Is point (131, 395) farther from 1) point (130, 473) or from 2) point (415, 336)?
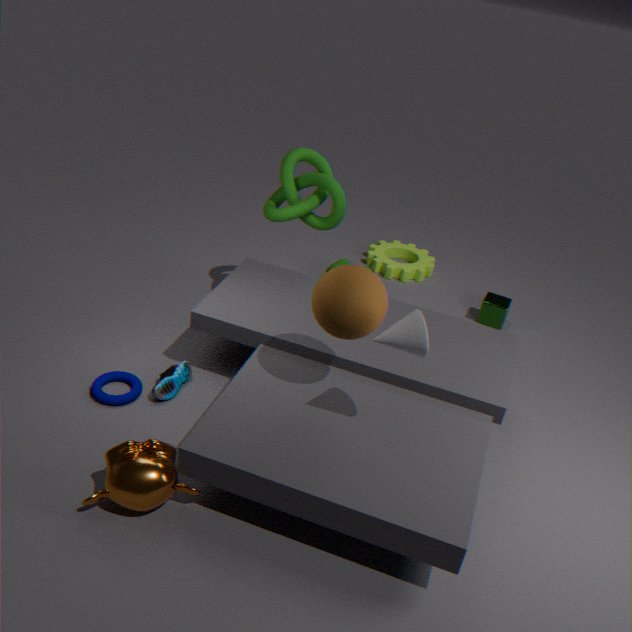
2) point (415, 336)
